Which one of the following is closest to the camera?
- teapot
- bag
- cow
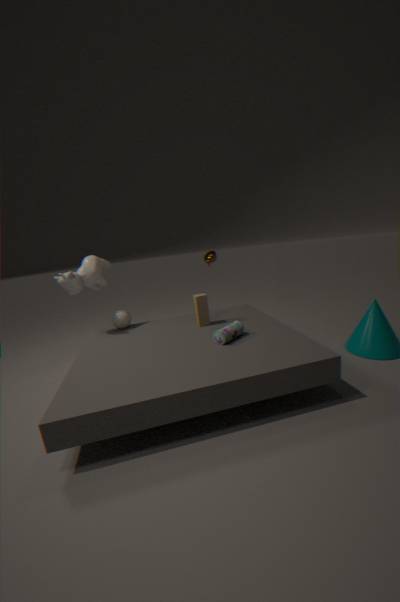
bag
